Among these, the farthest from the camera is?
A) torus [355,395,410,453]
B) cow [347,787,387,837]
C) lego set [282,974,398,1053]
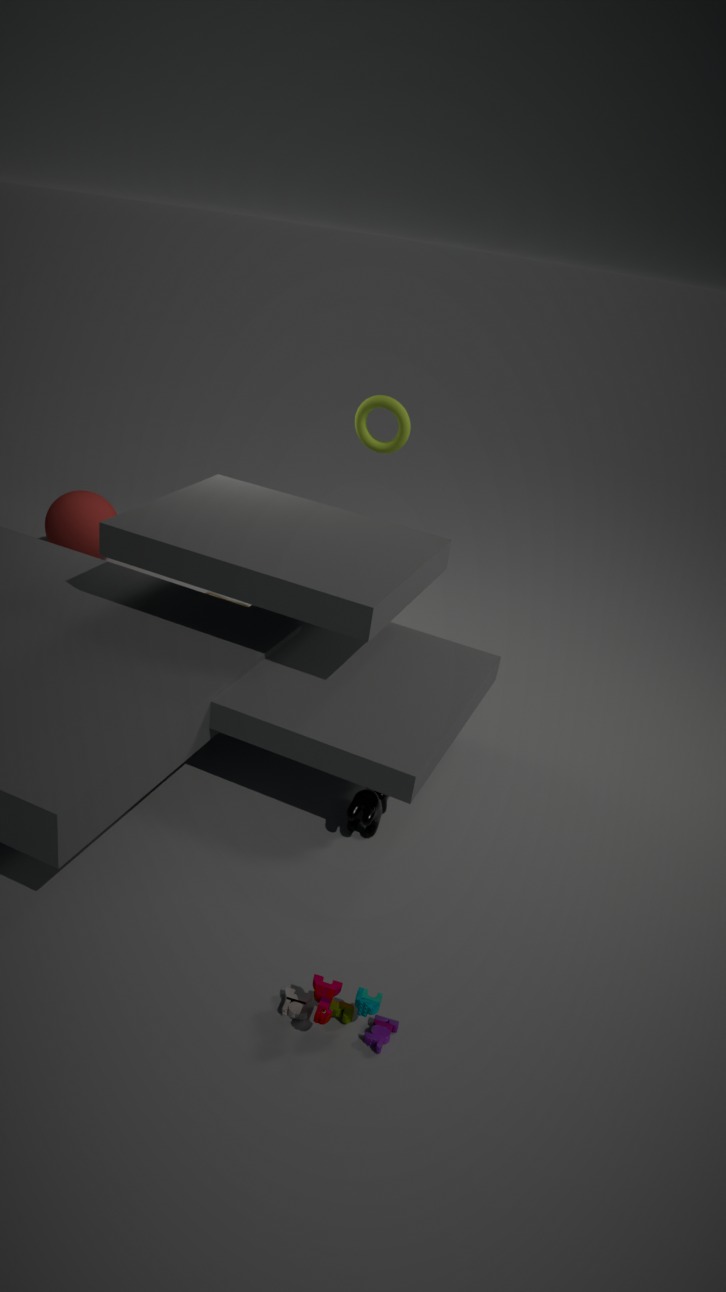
torus [355,395,410,453]
